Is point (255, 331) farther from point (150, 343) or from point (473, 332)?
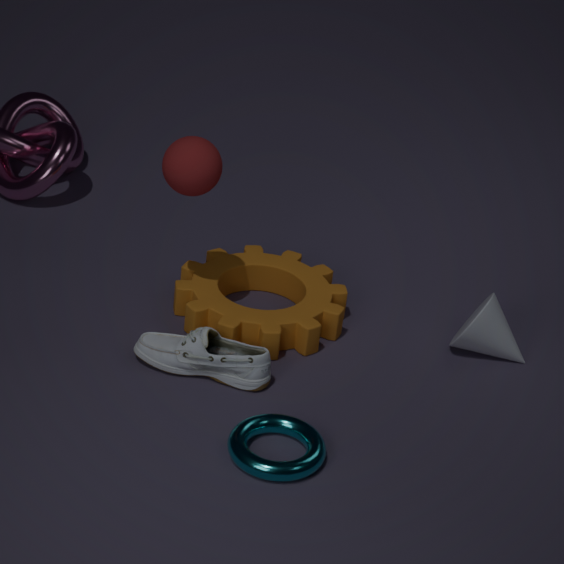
point (473, 332)
